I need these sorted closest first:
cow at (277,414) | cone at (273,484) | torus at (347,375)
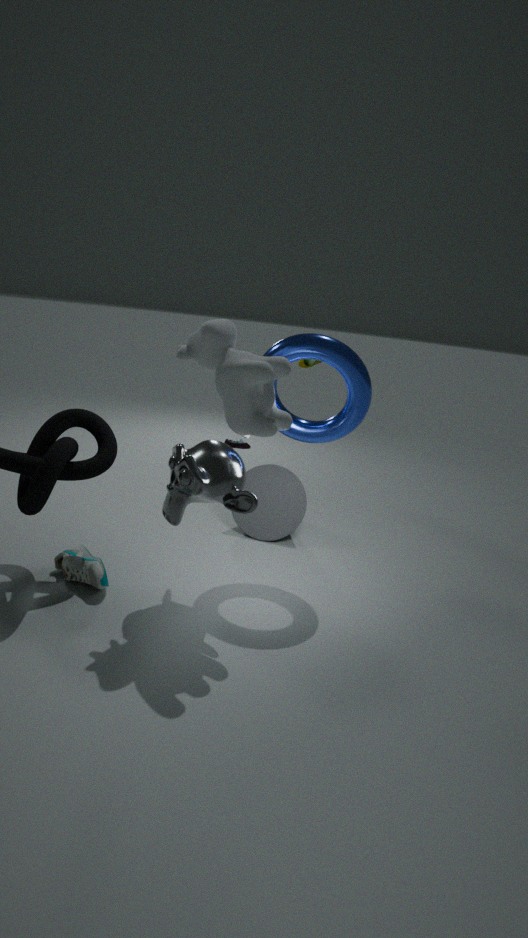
cow at (277,414) → torus at (347,375) → cone at (273,484)
